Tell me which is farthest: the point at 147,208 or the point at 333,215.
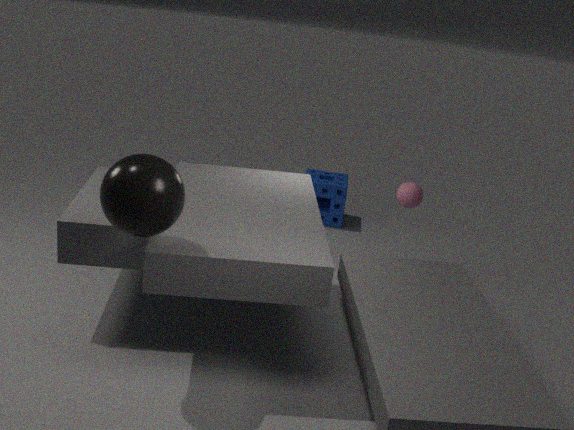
the point at 333,215
